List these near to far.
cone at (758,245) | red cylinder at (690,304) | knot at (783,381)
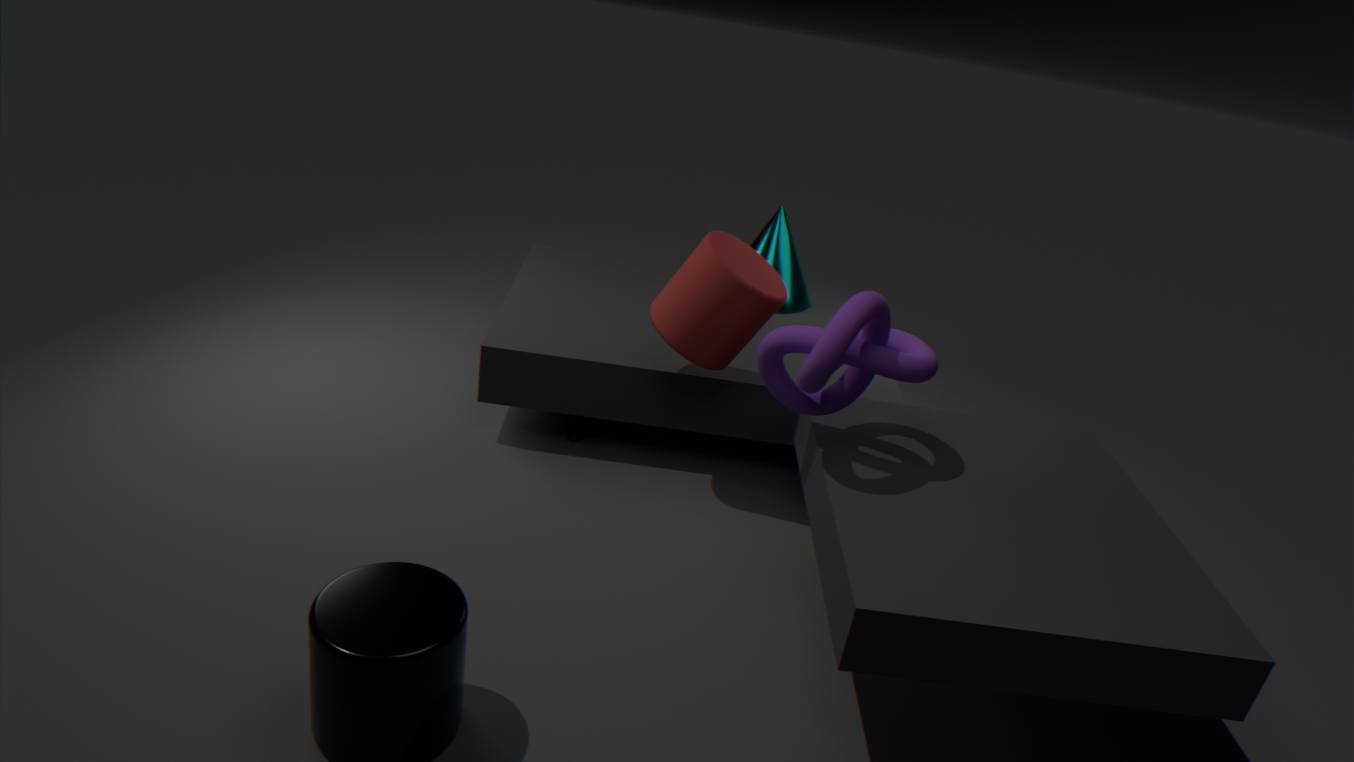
knot at (783,381)
red cylinder at (690,304)
cone at (758,245)
